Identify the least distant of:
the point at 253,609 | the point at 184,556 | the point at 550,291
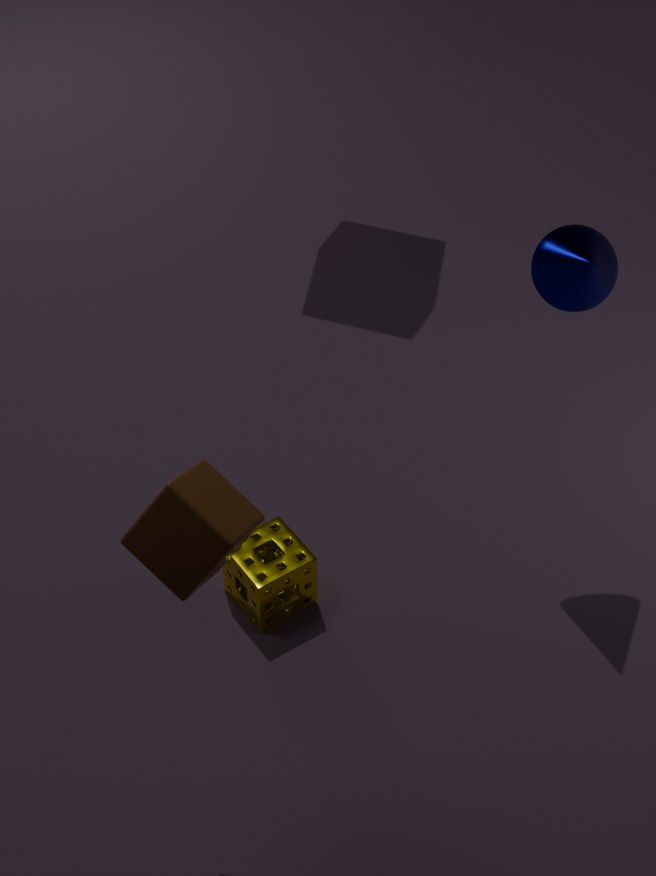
the point at 184,556
